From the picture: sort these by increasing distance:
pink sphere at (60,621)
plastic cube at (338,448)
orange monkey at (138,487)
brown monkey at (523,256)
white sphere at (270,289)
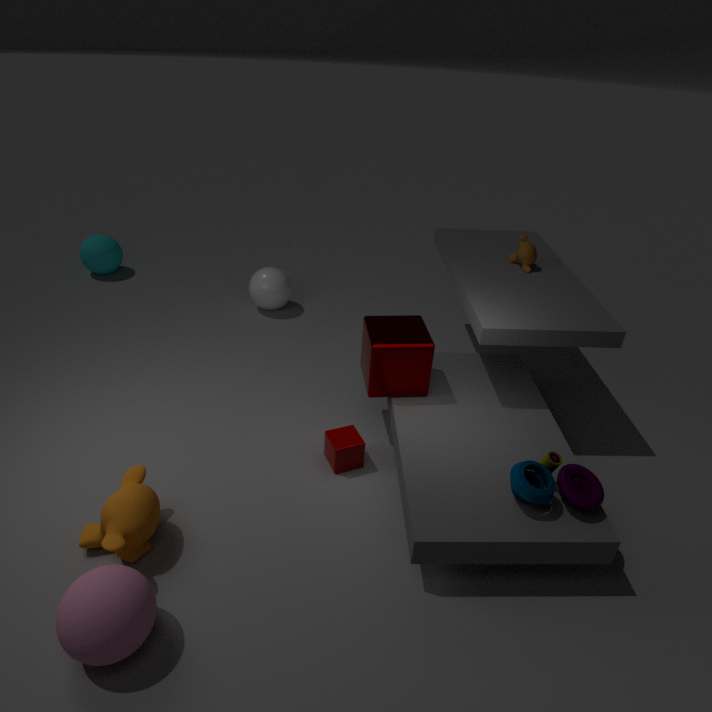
1. pink sphere at (60,621)
2. orange monkey at (138,487)
3. plastic cube at (338,448)
4. brown monkey at (523,256)
5. white sphere at (270,289)
